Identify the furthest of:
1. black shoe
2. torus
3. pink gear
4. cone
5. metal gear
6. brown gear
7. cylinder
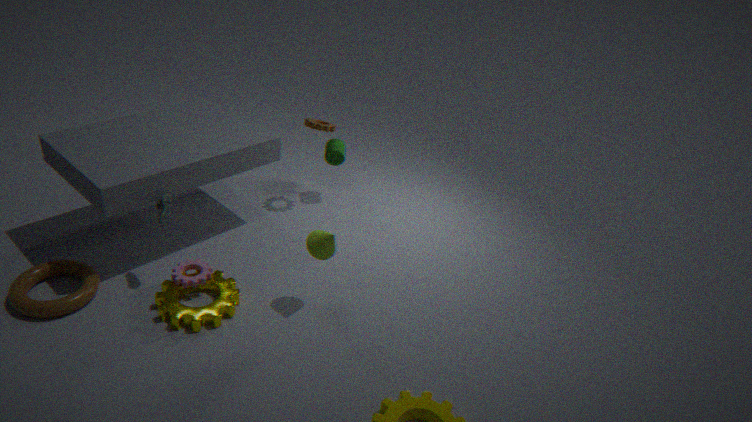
cylinder
